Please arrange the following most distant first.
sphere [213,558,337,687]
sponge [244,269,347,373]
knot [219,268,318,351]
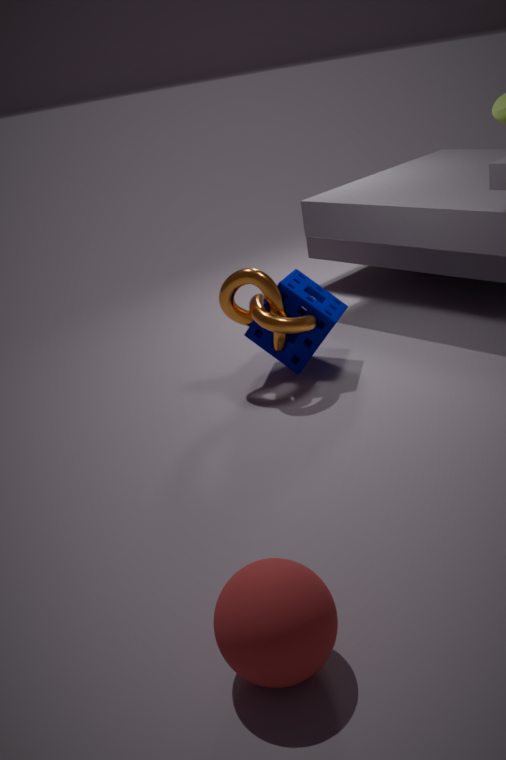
sponge [244,269,347,373] < knot [219,268,318,351] < sphere [213,558,337,687]
